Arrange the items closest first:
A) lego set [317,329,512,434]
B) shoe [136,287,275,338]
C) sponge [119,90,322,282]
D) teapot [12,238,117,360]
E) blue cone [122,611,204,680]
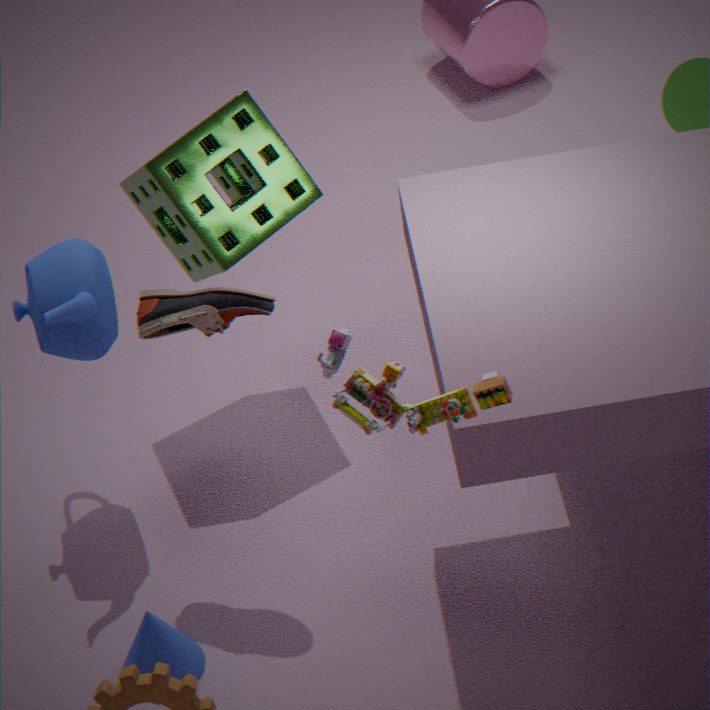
1. lego set [317,329,512,434]
2. shoe [136,287,275,338]
3. blue cone [122,611,204,680]
4. teapot [12,238,117,360]
5. sponge [119,90,322,282]
